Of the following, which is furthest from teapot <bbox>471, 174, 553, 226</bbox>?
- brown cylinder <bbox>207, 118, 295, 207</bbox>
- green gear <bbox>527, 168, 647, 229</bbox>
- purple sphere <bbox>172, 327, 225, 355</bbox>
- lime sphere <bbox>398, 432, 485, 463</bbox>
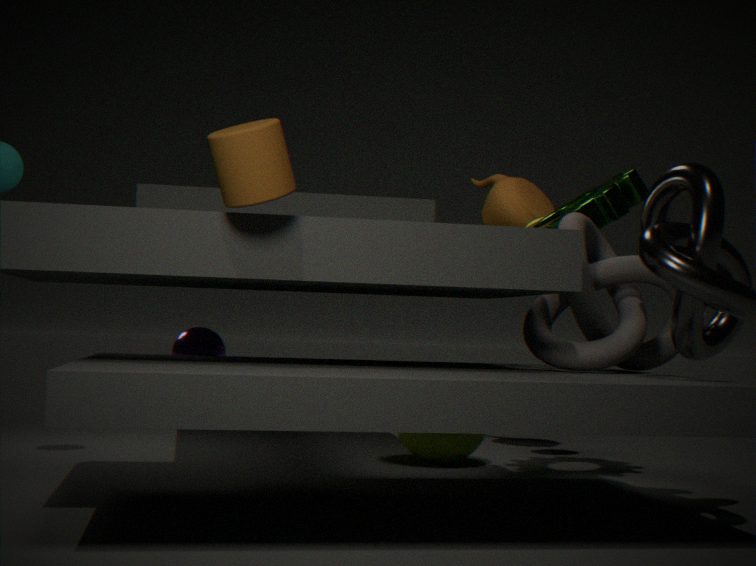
brown cylinder <bbox>207, 118, 295, 207</bbox>
